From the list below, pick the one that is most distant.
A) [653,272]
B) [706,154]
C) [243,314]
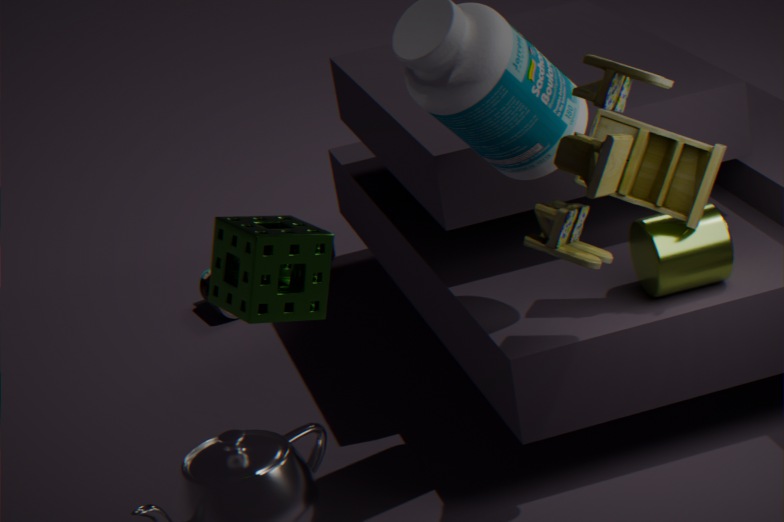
[653,272]
